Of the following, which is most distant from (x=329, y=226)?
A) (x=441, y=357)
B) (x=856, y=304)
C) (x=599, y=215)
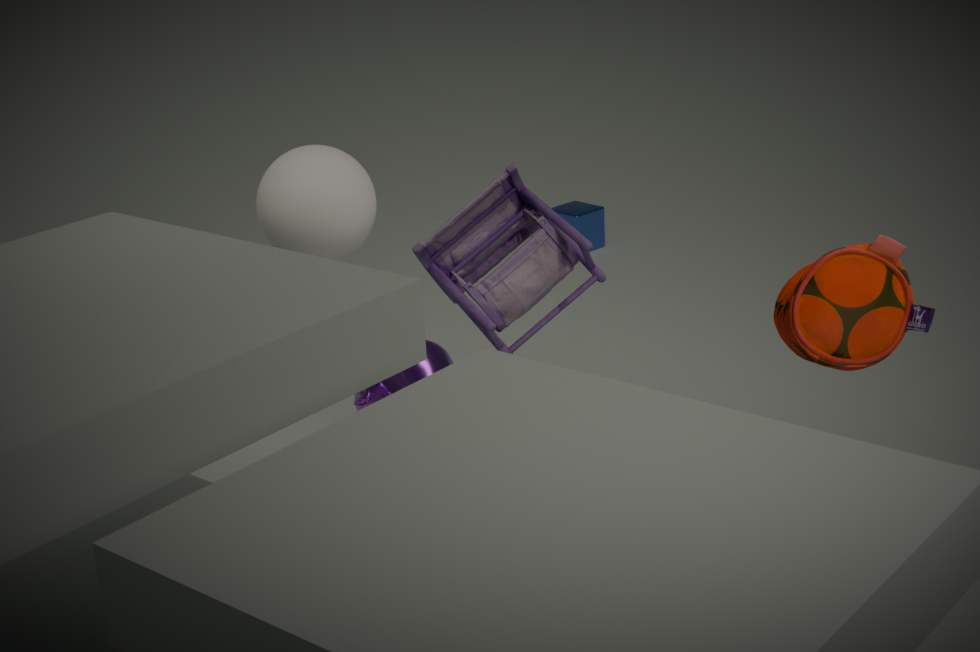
(x=599, y=215)
